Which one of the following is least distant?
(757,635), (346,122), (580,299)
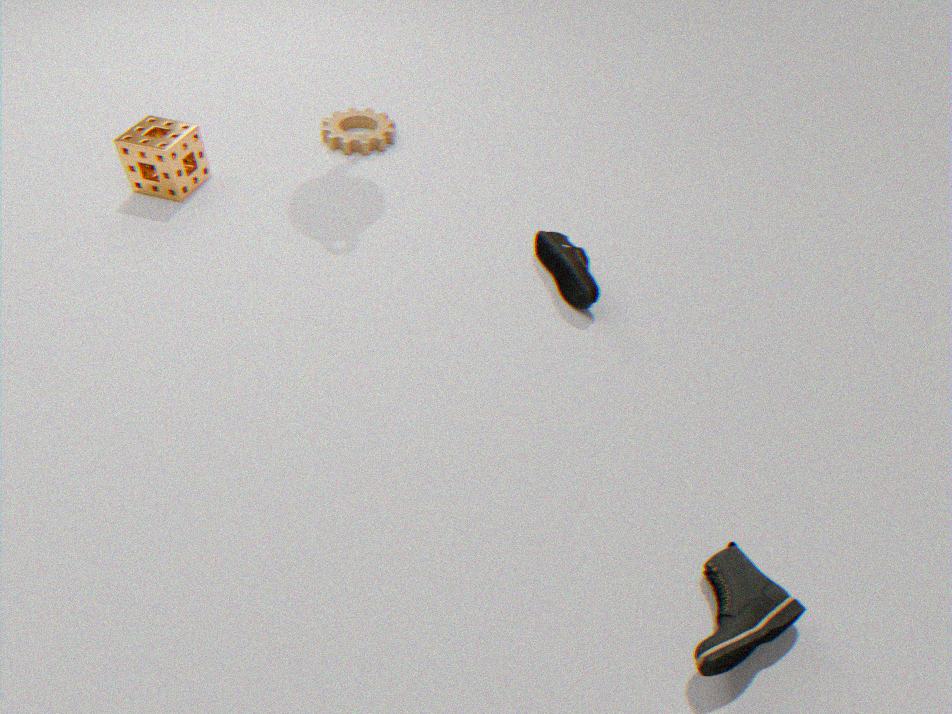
(757,635)
